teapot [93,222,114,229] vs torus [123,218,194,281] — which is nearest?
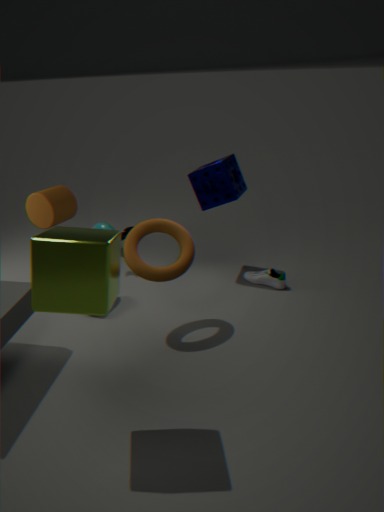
torus [123,218,194,281]
